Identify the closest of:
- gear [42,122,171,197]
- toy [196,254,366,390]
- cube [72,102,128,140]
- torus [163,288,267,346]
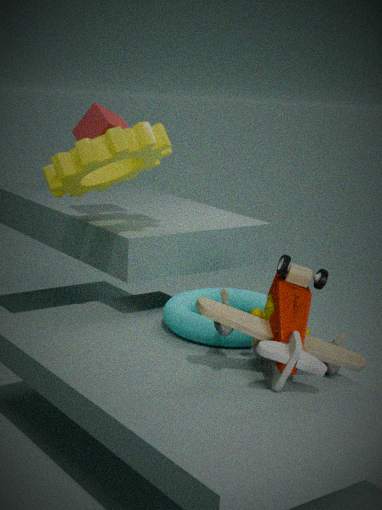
toy [196,254,366,390]
